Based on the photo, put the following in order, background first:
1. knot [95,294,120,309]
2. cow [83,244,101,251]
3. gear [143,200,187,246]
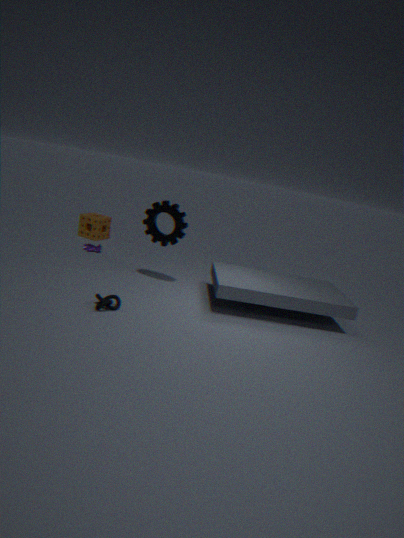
cow [83,244,101,251], gear [143,200,187,246], knot [95,294,120,309]
